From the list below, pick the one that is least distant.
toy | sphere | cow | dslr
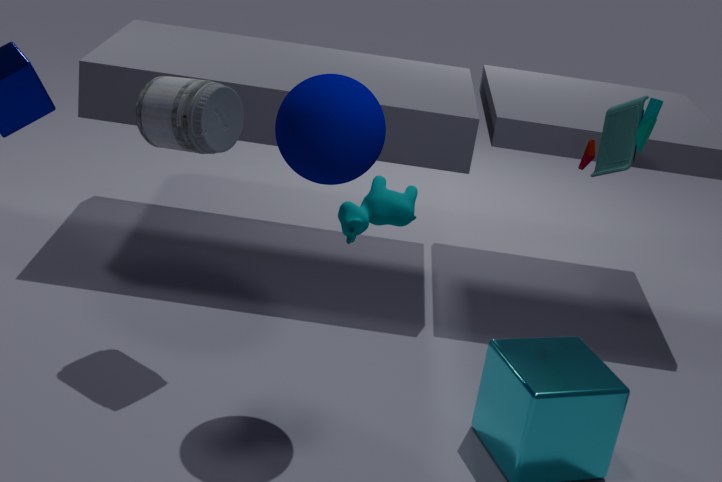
cow
